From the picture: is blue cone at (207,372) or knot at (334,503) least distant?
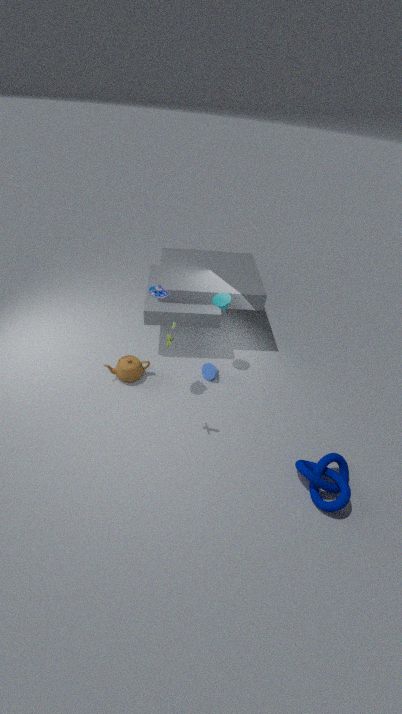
knot at (334,503)
